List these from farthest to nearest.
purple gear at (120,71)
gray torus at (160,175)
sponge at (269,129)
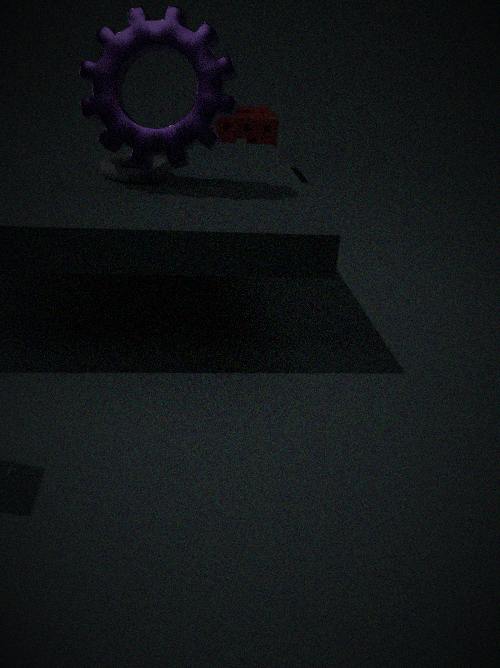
1. sponge at (269,129)
2. gray torus at (160,175)
3. purple gear at (120,71)
